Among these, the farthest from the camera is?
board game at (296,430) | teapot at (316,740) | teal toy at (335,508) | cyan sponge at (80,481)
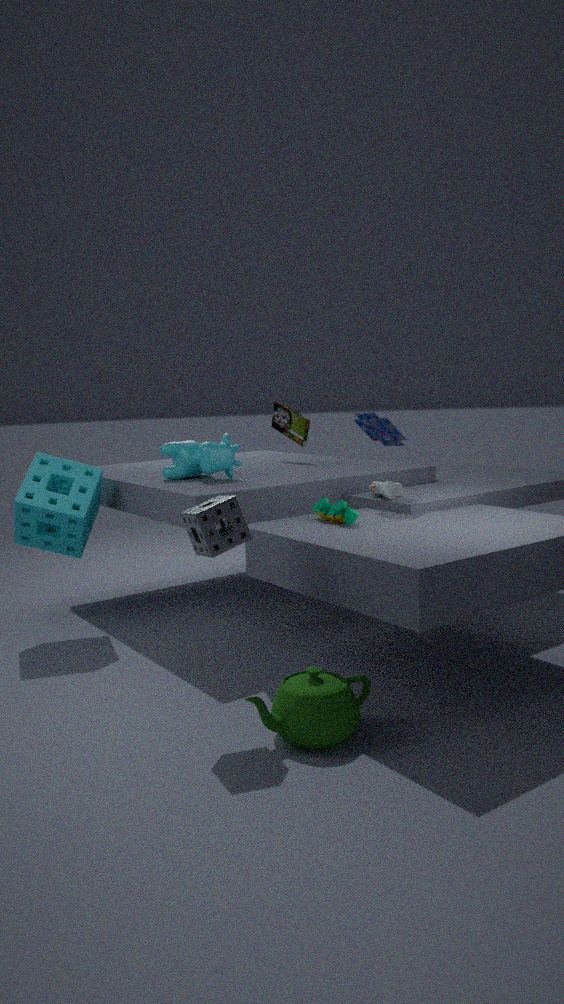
board game at (296,430)
